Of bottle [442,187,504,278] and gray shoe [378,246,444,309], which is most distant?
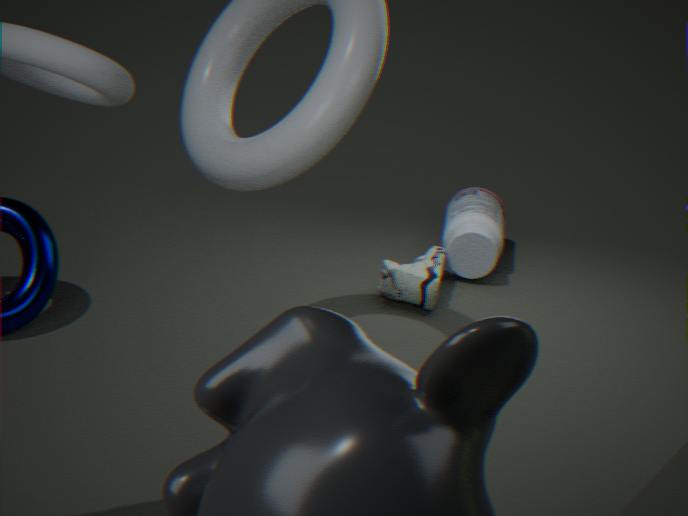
bottle [442,187,504,278]
